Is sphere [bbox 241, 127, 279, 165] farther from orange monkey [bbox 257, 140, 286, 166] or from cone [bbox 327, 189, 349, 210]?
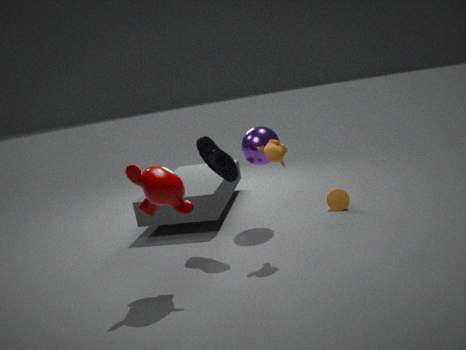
cone [bbox 327, 189, 349, 210]
